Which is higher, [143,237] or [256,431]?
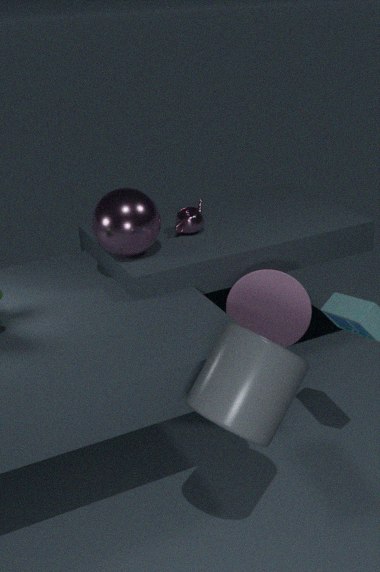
[143,237]
